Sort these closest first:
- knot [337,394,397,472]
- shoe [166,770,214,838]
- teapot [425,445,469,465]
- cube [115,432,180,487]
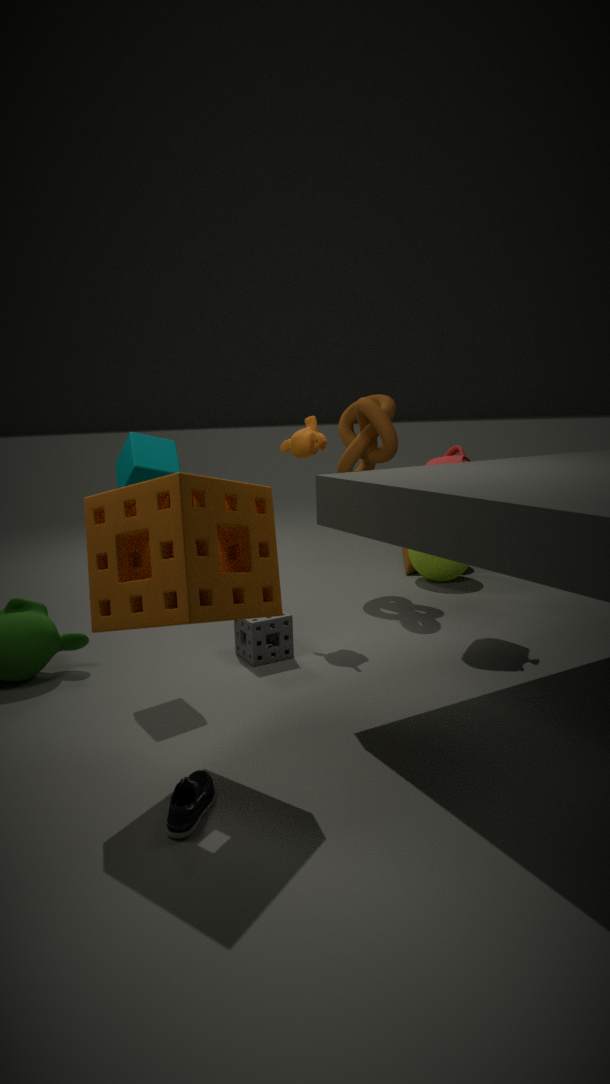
shoe [166,770,214,838]
cube [115,432,180,487]
teapot [425,445,469,465]
knot [337,394,397,472]
